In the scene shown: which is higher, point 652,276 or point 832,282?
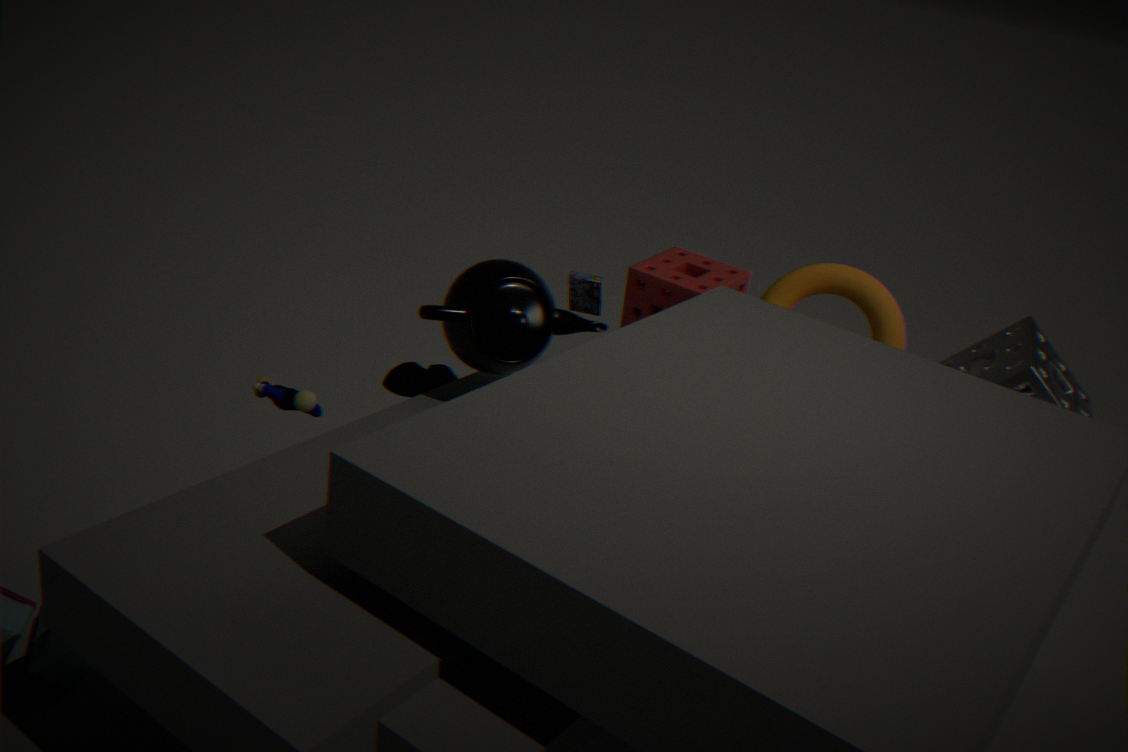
point 832,282
